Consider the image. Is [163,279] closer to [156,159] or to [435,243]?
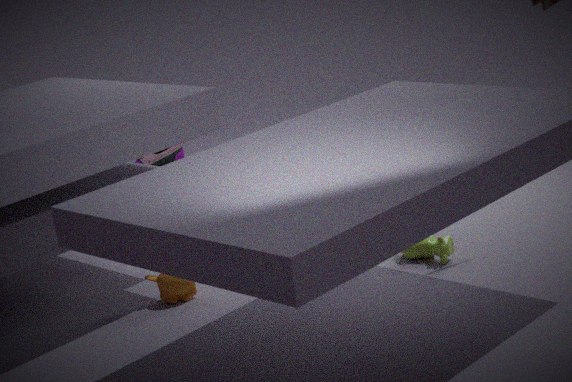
[435,243]
